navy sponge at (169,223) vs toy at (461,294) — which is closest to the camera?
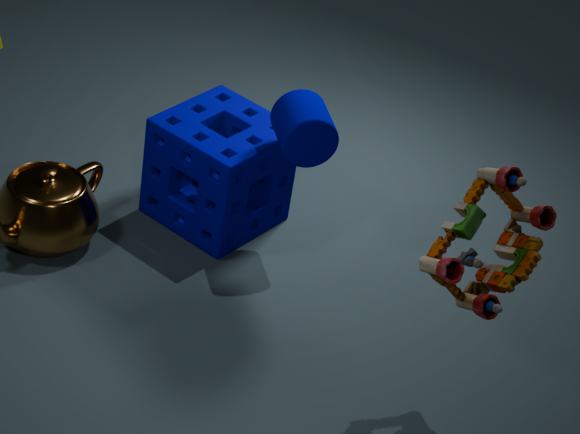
toy at (461,294)
